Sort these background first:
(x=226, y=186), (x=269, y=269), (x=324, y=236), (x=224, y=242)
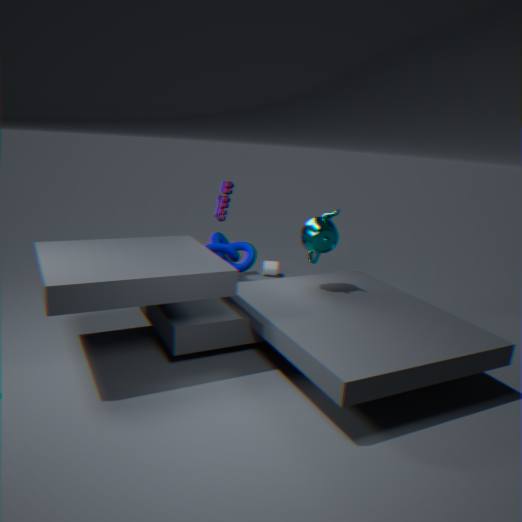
(x=269, y=269)
(x=224, y=242)
(x=226, y=186)
(x=324, y=236)
